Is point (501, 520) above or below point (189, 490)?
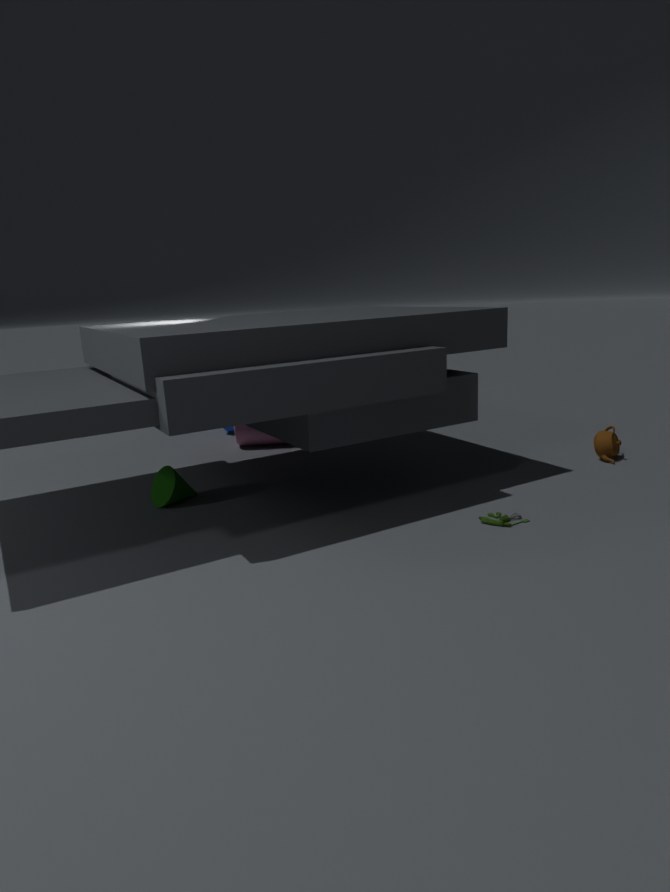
below
